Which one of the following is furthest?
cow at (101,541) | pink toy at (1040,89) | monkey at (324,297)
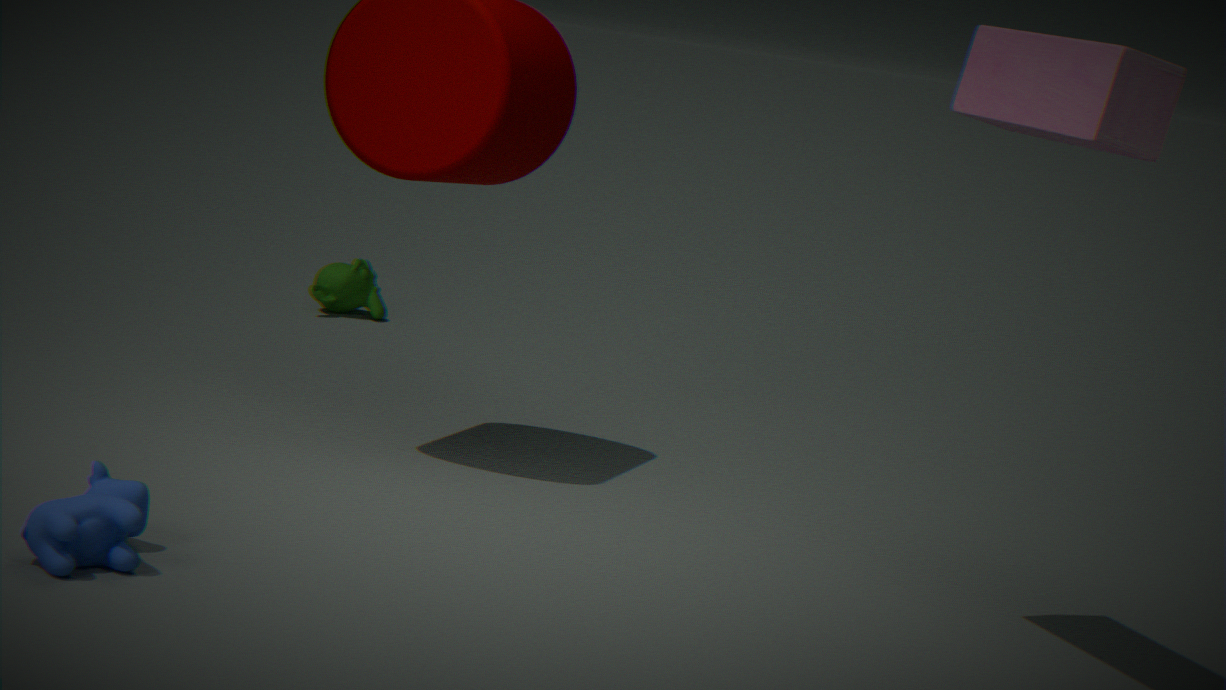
monkey at (324,297)
